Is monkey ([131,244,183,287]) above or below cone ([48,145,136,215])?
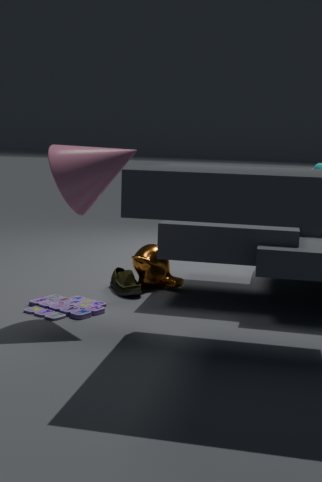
below
